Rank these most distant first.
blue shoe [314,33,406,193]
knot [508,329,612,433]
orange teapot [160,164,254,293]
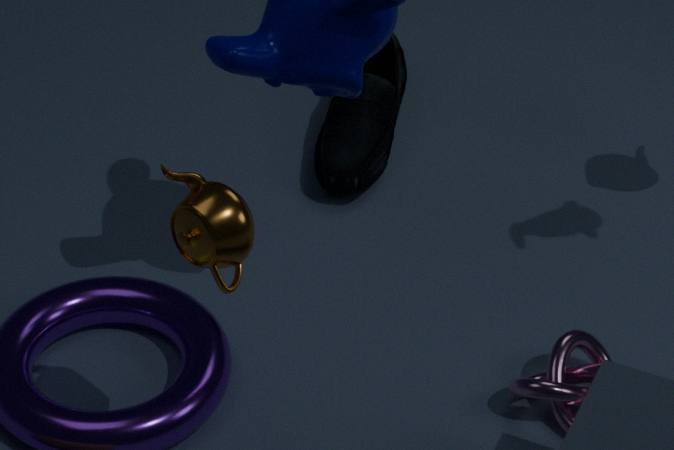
blue shoe [314,33,406,193] → knot [508,329,612,433] → orange teapot [160,164,254,293]
